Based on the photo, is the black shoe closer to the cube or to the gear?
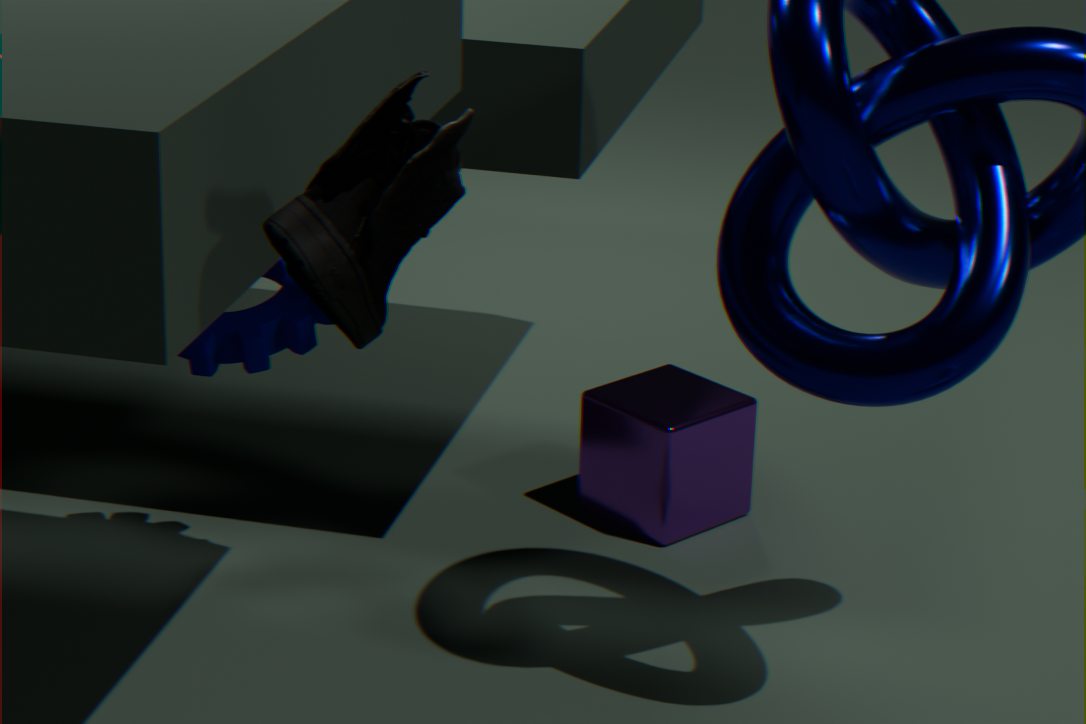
the gear
